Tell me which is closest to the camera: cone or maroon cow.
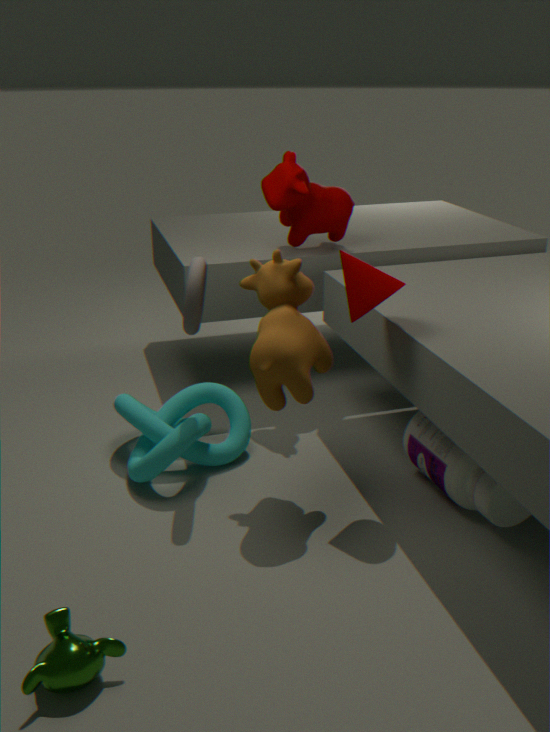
cone
